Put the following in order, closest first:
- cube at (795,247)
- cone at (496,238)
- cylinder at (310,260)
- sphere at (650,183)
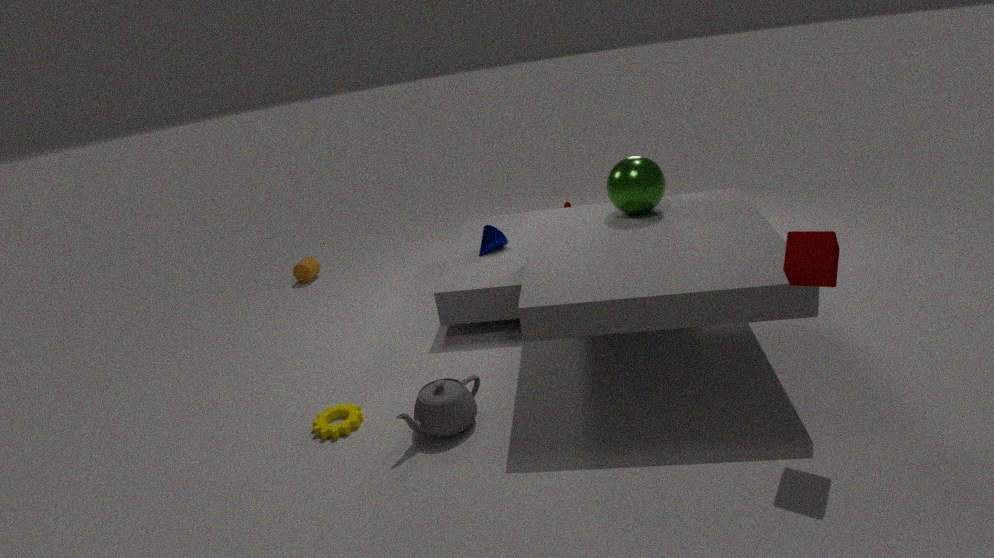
cube at (795,247) < sphere at (650,183) < cone at (496,238) < cylinder at (310,260)
